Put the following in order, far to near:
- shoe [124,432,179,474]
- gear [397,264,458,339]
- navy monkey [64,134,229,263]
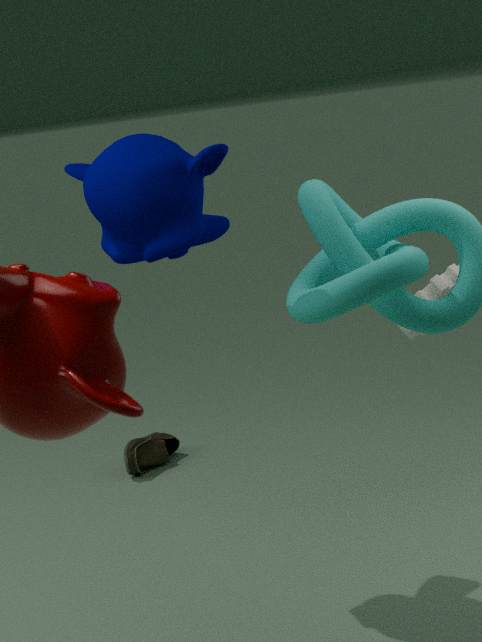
shoe [124,432,179,474]
gear [397,264,458,339]
navy monkey [64,134,229,263]
